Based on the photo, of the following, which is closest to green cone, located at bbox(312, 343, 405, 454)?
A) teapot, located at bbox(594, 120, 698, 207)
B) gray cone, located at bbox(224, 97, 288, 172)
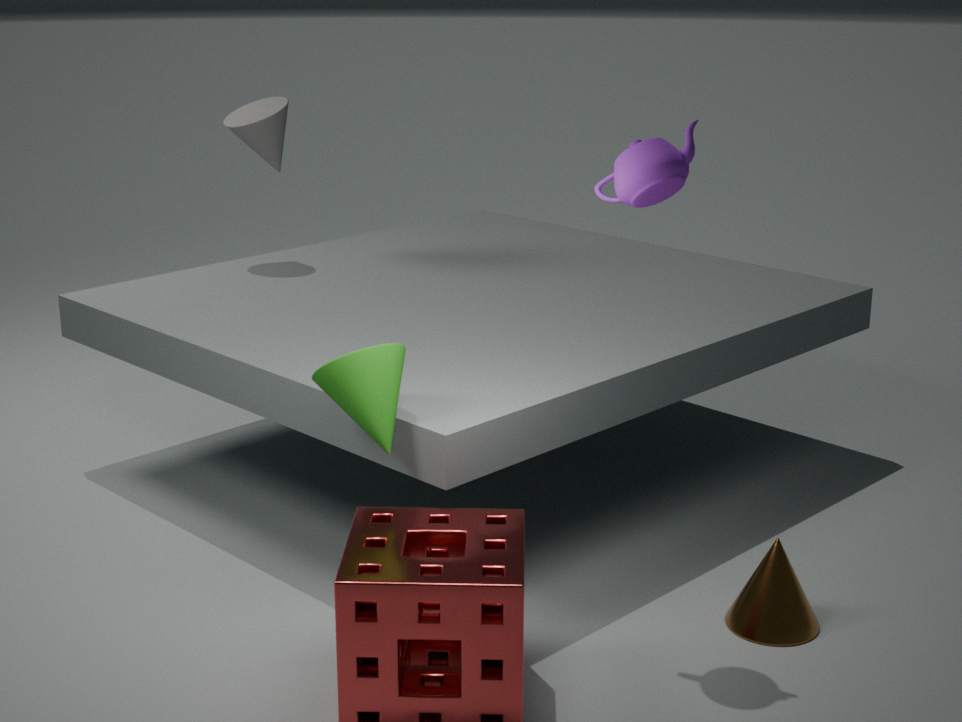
teapot, located at bbox(594, 120, 698, 207)
